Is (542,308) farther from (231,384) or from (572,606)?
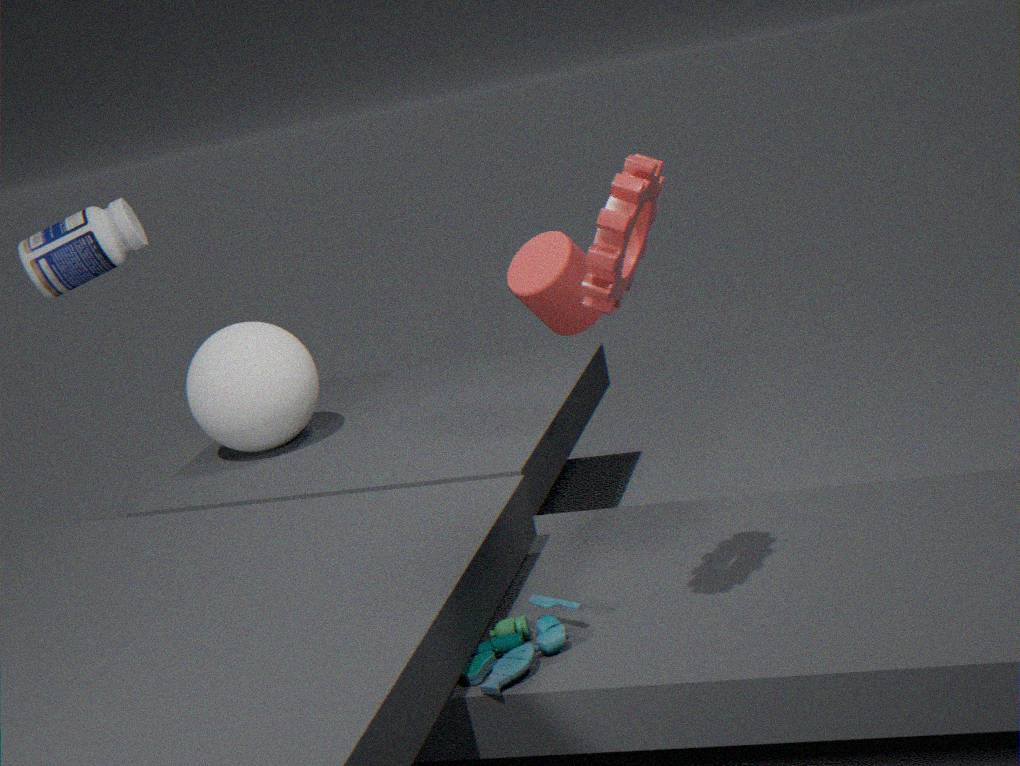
(231,384)
